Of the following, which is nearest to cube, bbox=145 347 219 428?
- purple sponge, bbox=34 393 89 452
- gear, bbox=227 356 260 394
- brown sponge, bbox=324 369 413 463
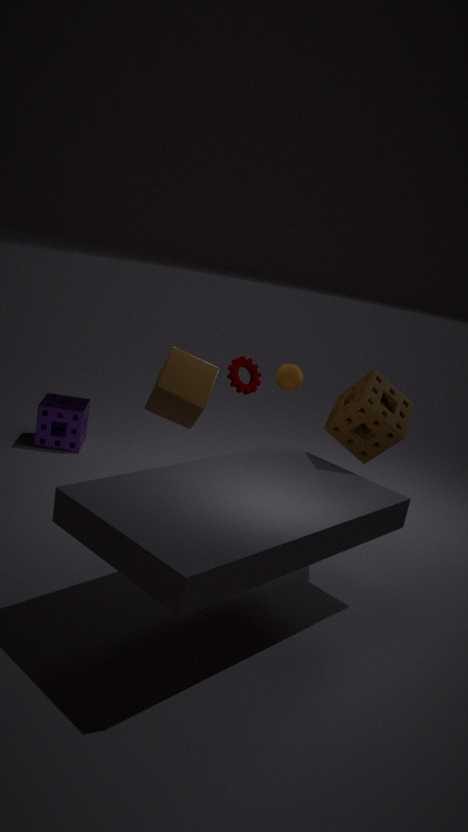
gear, bbox=227 356 260 394
